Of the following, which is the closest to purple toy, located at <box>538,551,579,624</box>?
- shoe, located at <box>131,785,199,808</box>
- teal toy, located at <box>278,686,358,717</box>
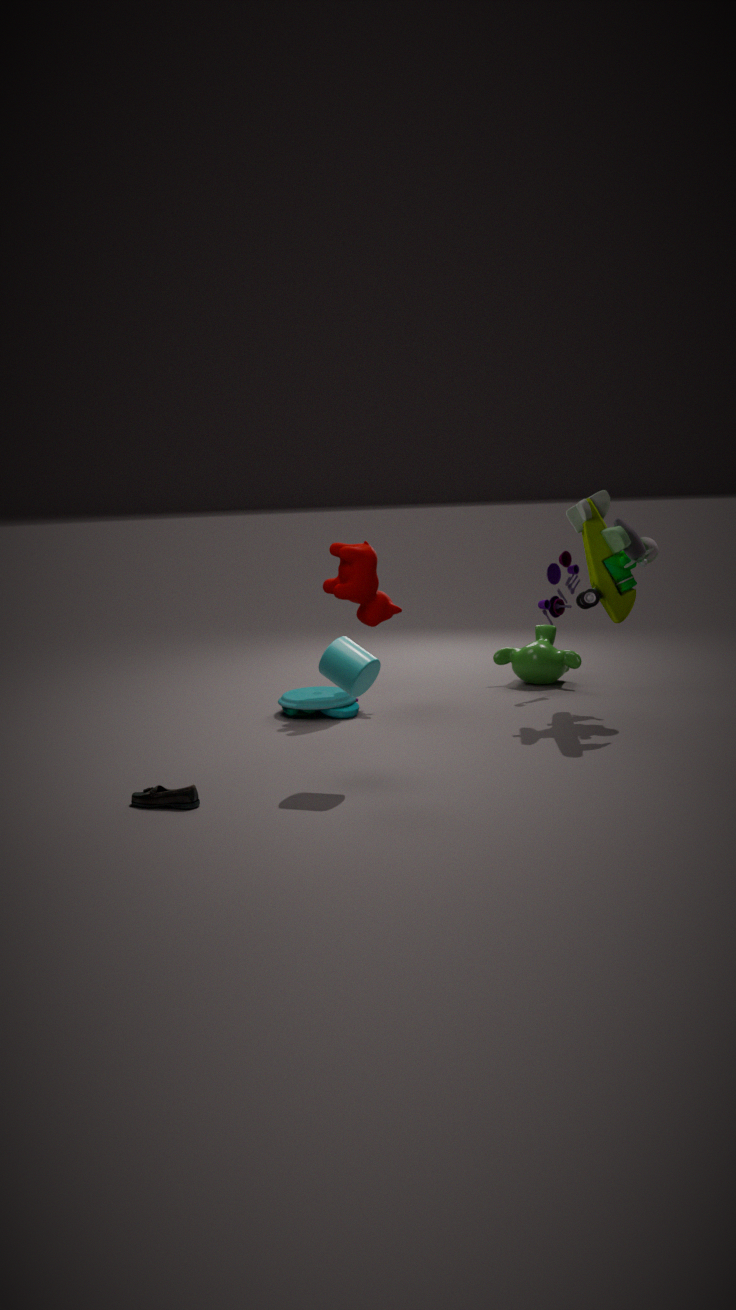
teal toy, located at <box>278,686,358,717</box>
